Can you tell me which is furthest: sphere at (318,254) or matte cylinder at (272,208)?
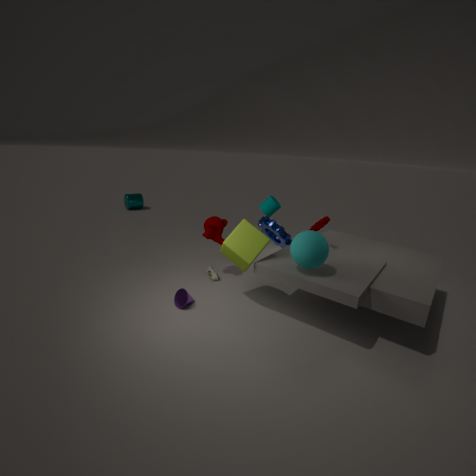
matte cylinder at (272,208)
